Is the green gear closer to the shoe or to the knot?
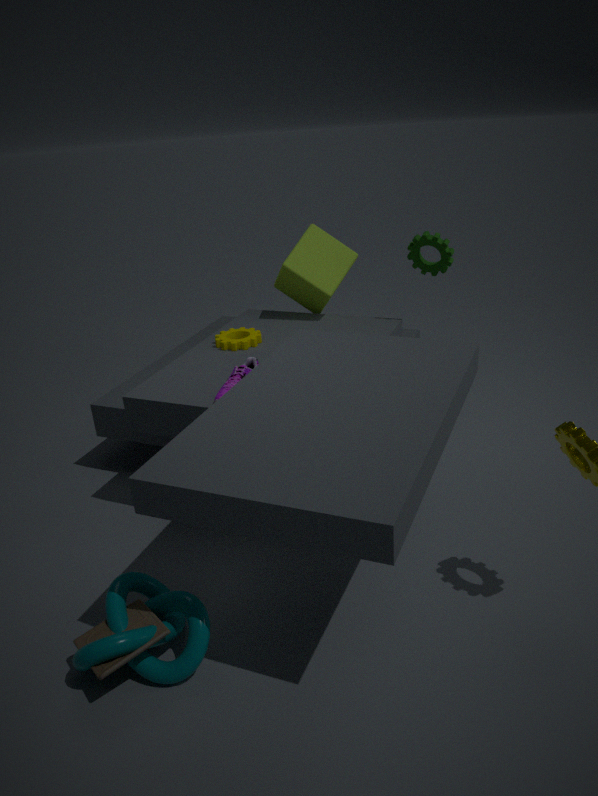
the shoe
